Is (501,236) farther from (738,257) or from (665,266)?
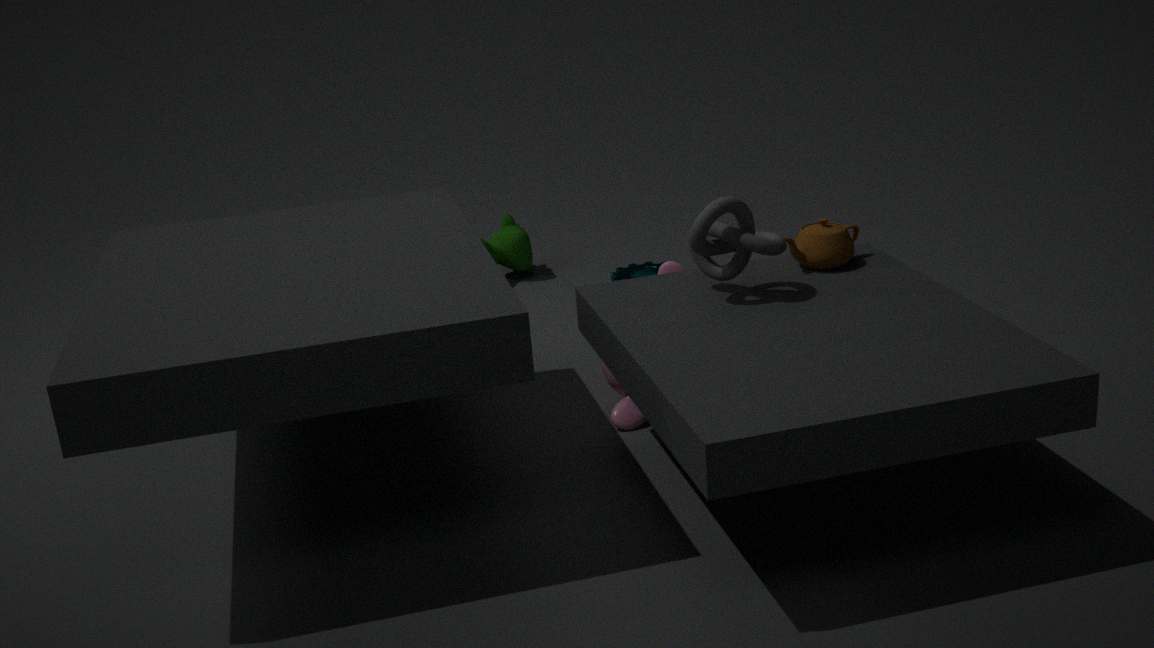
(738,257)
